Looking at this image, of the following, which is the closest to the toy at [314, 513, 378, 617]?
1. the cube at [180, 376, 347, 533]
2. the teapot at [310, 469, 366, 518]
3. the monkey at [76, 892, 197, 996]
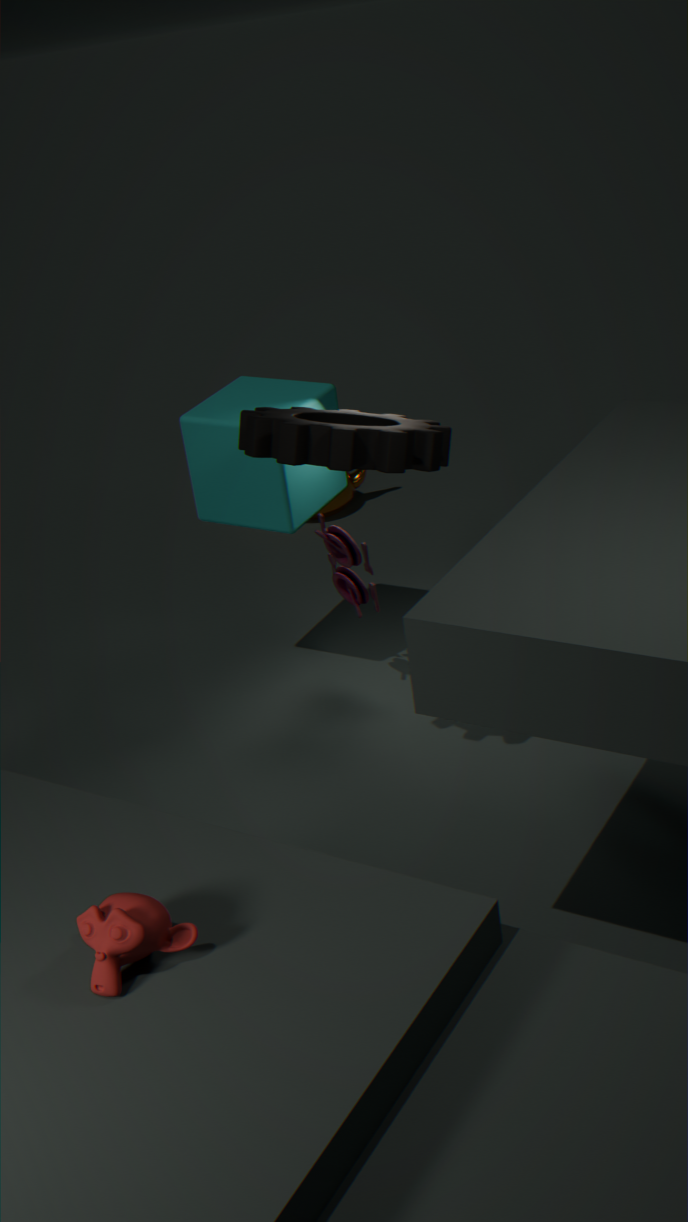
the cube at [180, 376, 347, 533]
